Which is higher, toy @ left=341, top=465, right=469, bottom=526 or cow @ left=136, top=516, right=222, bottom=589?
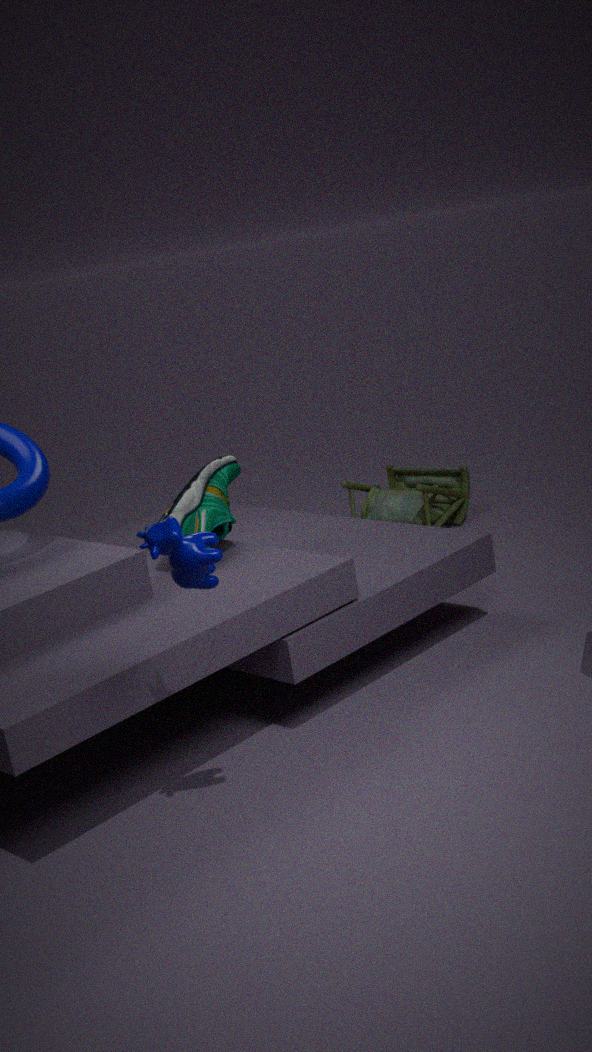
cow @ left=136, top=516, right=222, bottom=589
